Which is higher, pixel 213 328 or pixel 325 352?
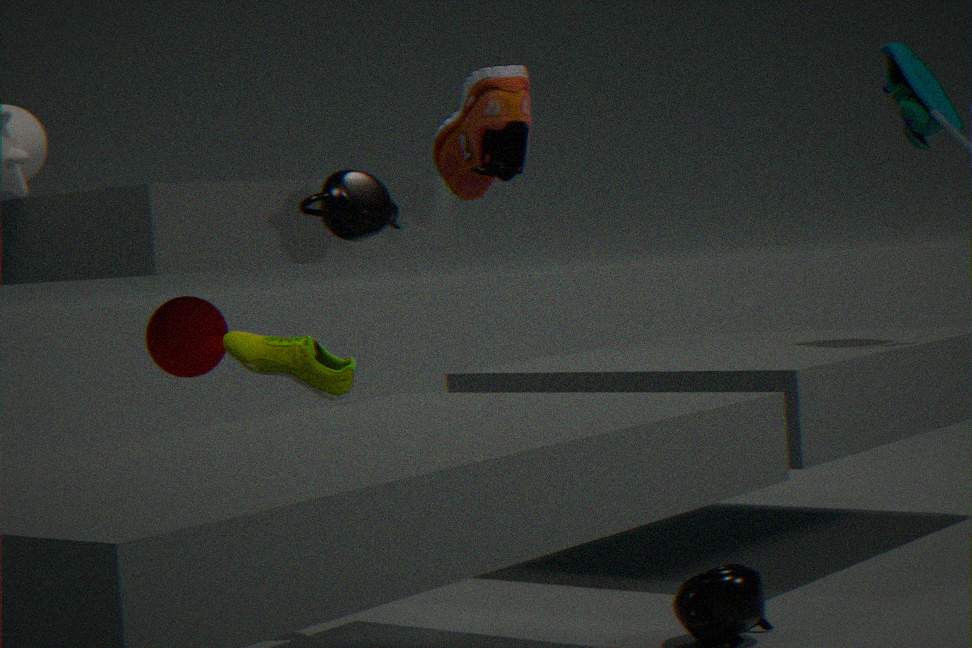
pixel 213 328
